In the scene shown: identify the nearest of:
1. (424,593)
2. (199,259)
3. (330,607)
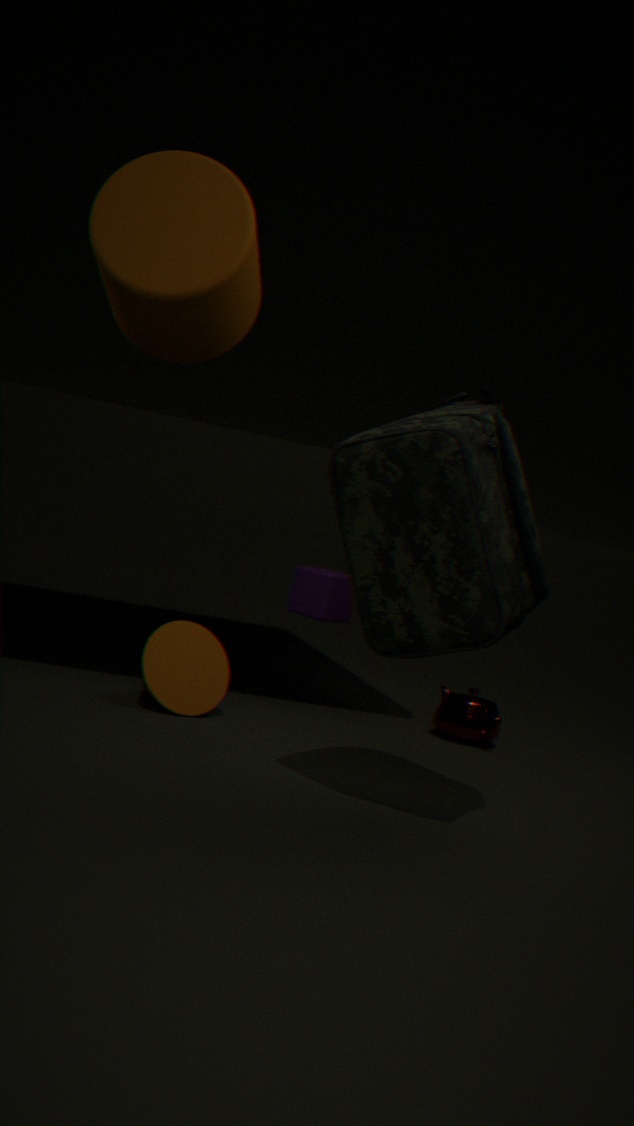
(424,593)
